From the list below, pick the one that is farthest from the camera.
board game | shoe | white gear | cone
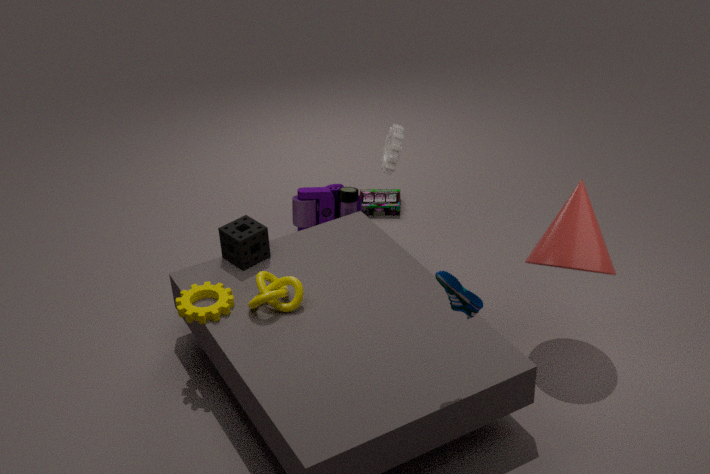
board game
